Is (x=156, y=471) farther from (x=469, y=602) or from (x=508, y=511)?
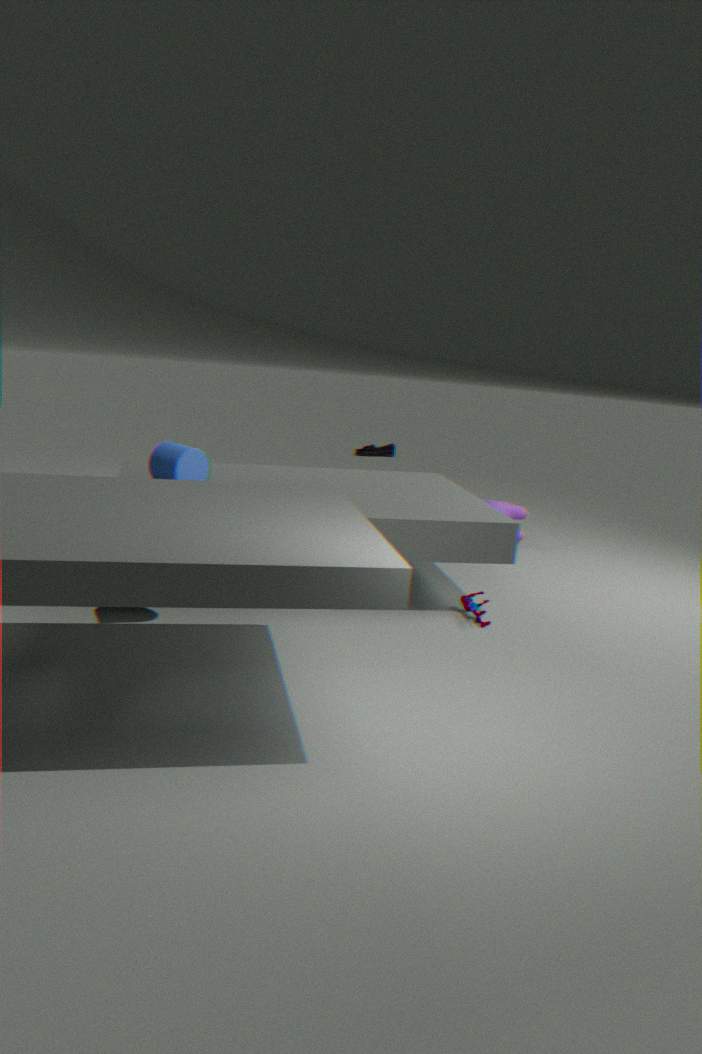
(x=508, y=511)
